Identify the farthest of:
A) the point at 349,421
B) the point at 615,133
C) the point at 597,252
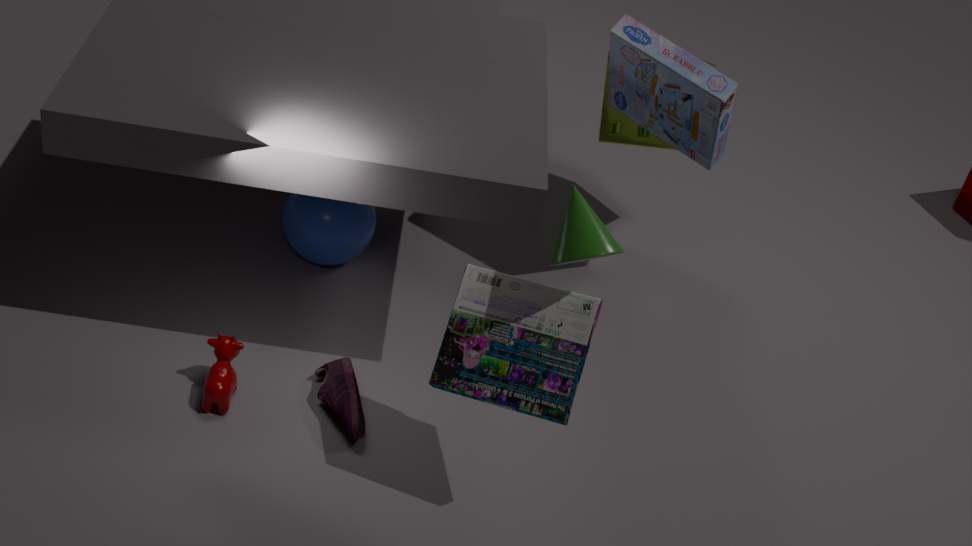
the point at 615,133
